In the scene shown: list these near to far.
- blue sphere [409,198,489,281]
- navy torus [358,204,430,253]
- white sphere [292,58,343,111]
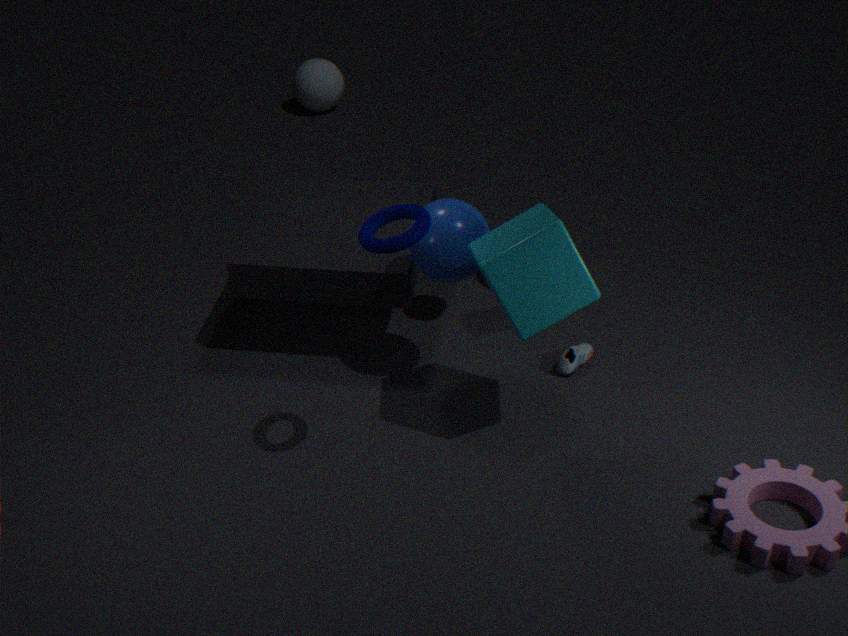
navy torus [358,204,430,253] < blue sphere [409,198,489,281] < white sphere [292,58,343,111]
